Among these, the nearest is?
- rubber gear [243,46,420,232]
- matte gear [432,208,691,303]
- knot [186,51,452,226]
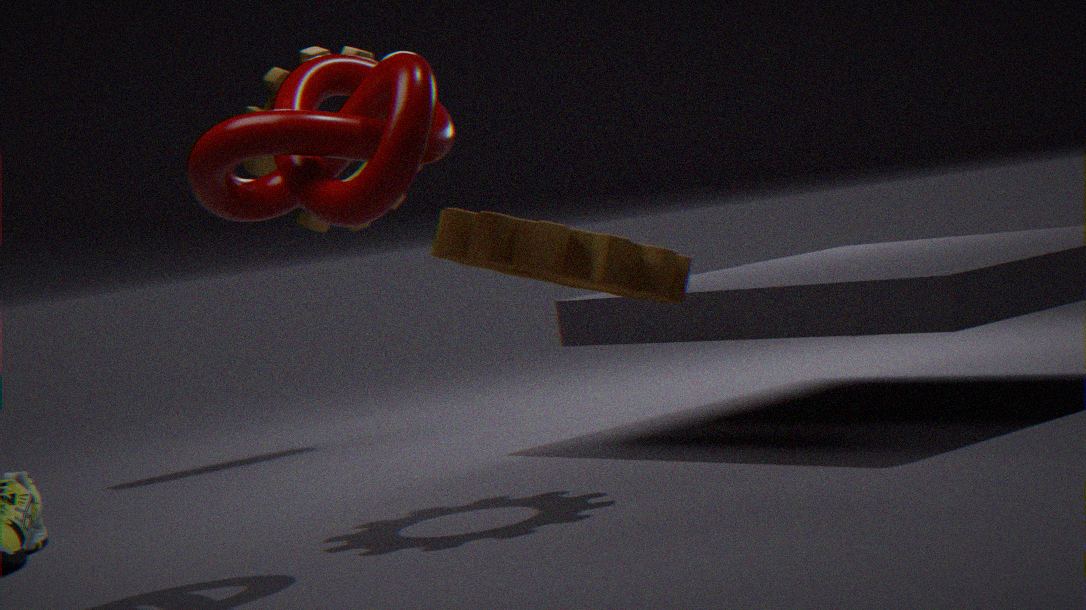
knot [186,51,452,226]
